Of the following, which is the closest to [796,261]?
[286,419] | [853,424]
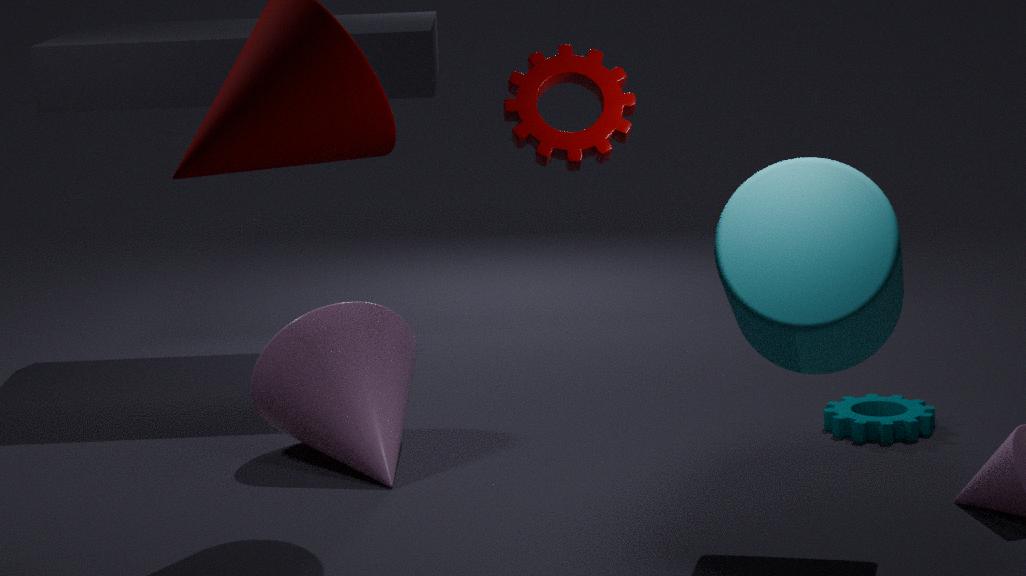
[853,424]
